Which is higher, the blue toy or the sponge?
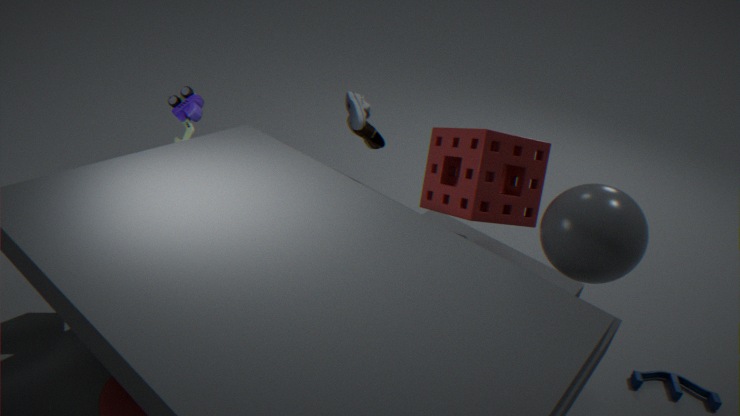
the sponge
